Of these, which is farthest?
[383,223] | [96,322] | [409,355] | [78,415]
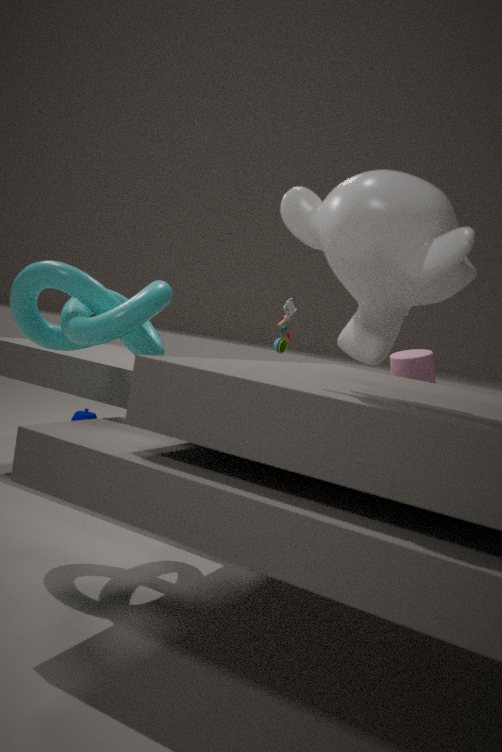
[78,415]
